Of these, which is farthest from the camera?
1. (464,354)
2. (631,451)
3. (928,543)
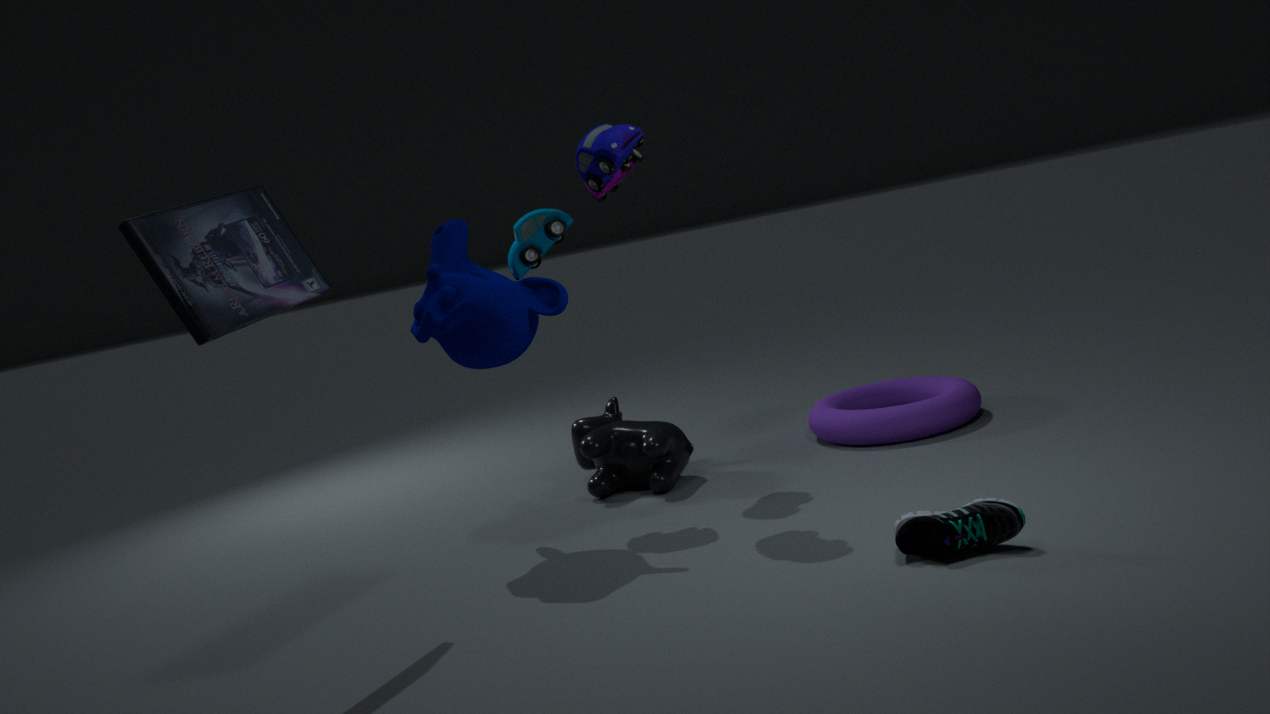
(631,451)
